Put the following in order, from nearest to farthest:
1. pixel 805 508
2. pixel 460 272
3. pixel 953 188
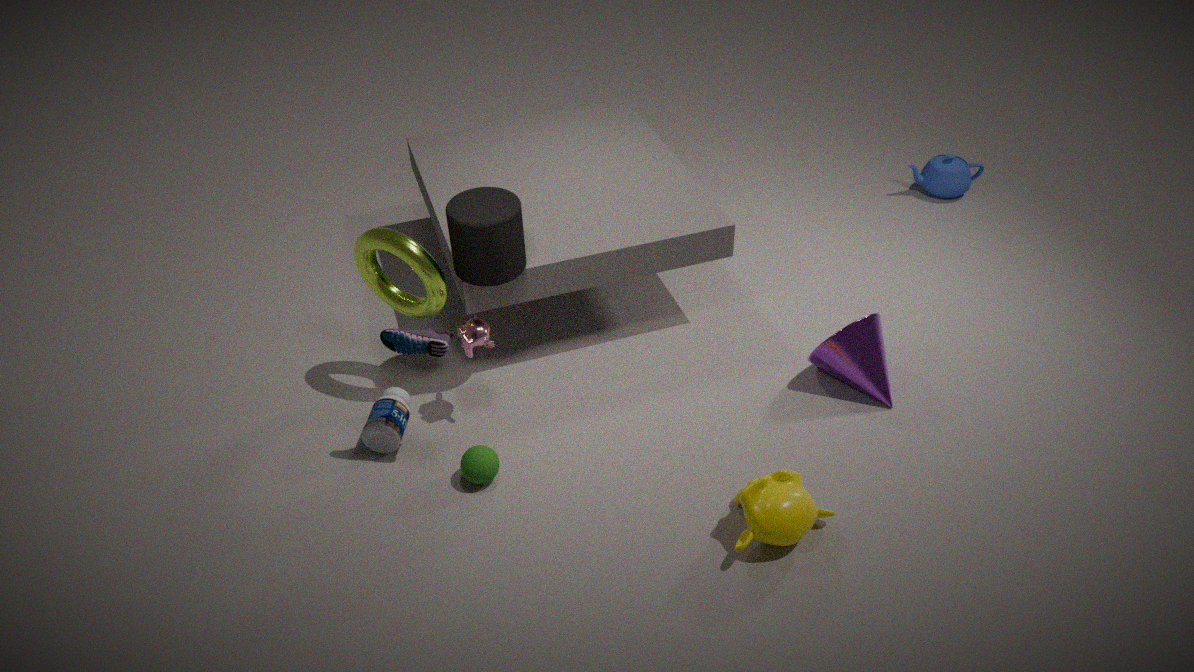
pixel 805 508 → pixel 460 272 → pixel 953 188
